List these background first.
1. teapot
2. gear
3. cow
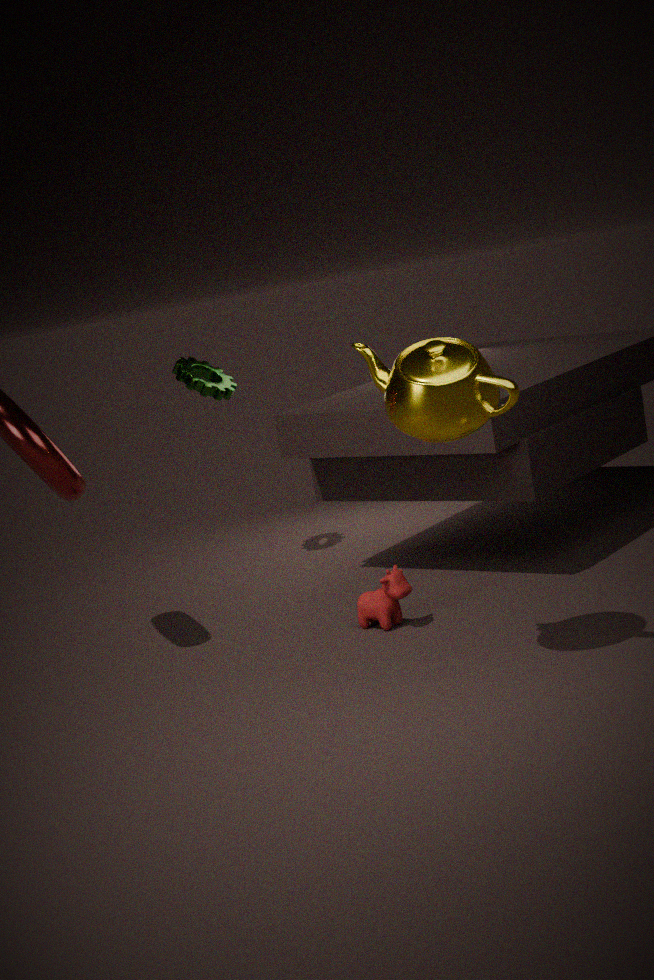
gear → cow → teapot
